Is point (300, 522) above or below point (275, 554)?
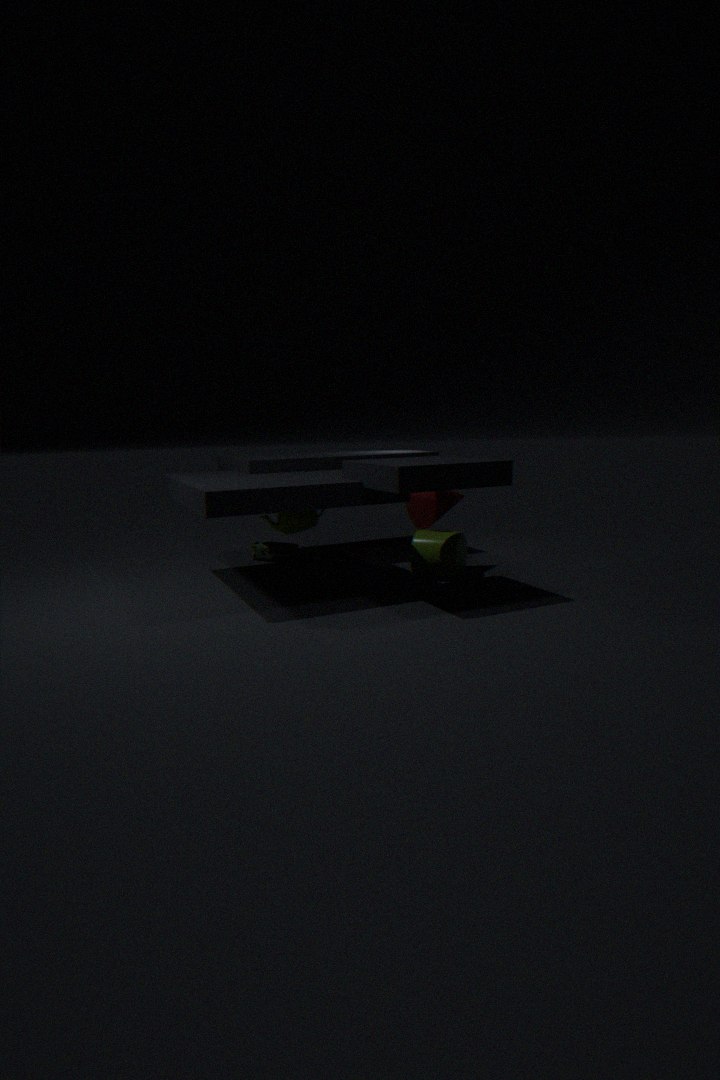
above
